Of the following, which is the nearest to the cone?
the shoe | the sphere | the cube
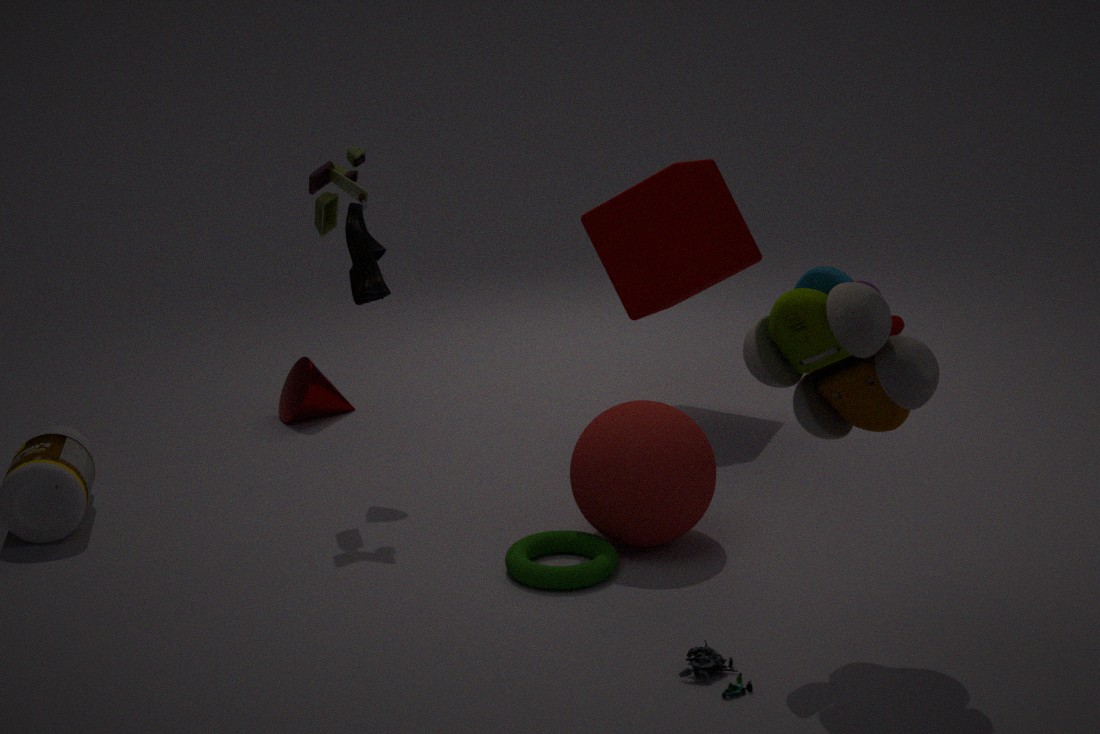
the shoe
